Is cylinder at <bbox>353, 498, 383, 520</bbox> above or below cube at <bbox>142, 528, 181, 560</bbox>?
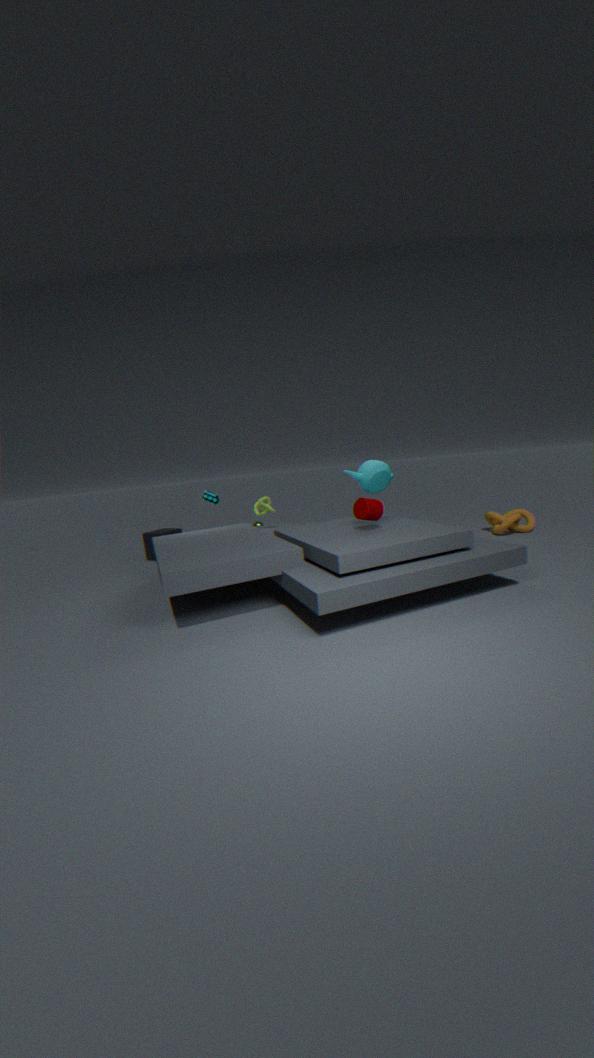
above
